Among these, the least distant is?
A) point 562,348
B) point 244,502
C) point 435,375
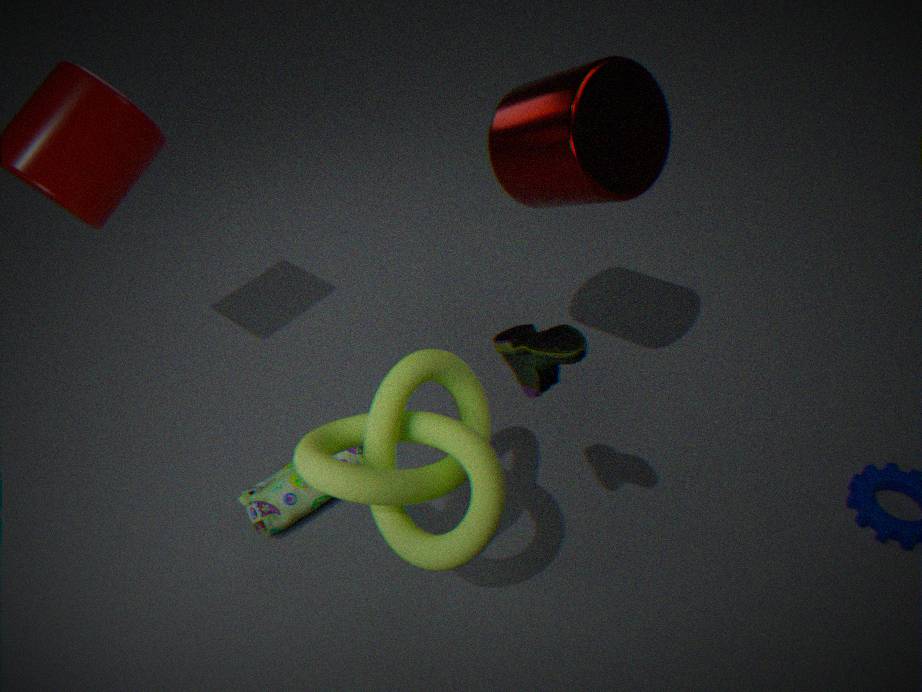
point 562,348
